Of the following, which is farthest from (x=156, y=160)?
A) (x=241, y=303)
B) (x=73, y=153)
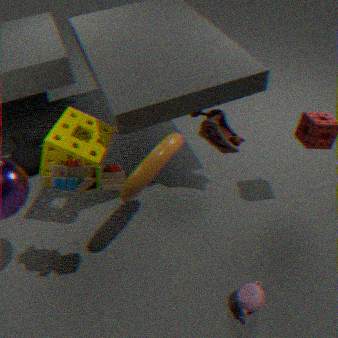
(x=241, y=303)
